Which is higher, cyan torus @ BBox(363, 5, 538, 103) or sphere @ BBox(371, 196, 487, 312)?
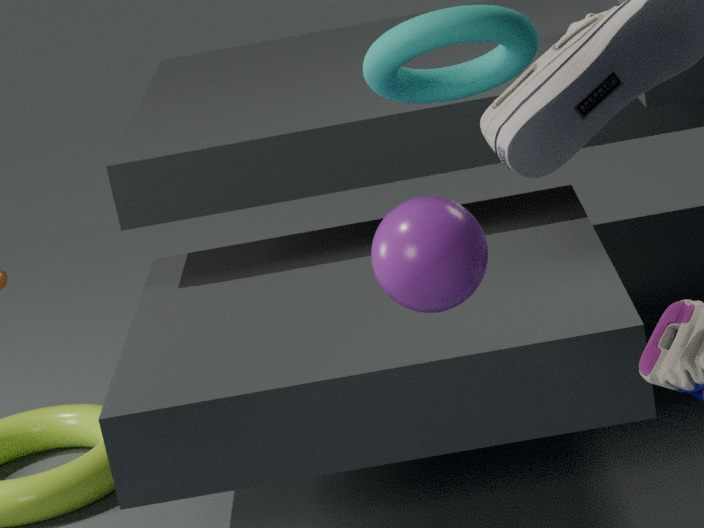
cyan torus @ BBox(363, 5, 538, 103)
